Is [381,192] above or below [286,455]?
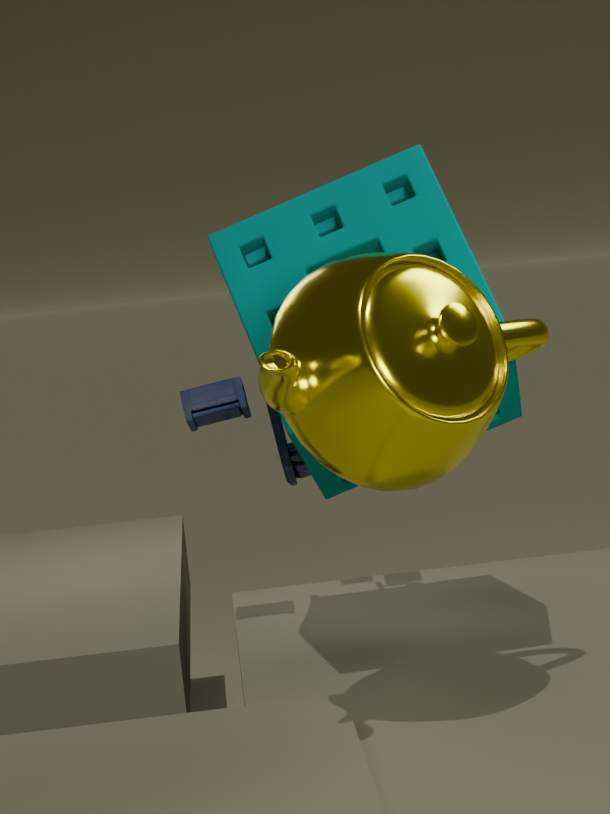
above
